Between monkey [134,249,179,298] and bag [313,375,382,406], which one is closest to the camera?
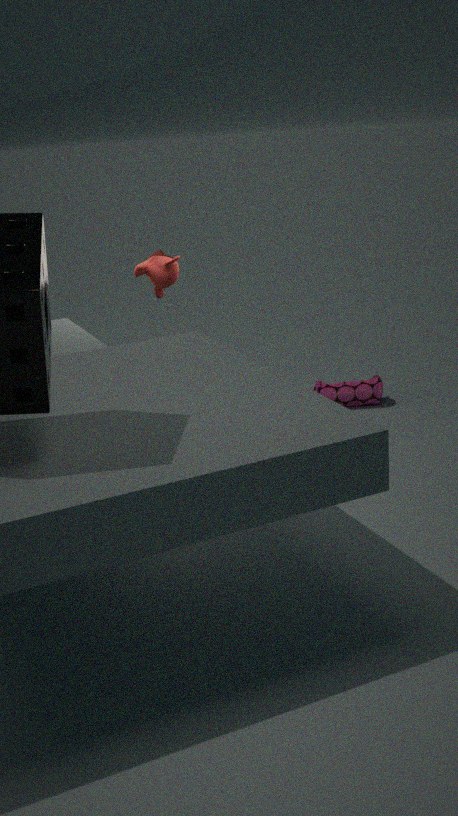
monkey [134,249,179,298]
